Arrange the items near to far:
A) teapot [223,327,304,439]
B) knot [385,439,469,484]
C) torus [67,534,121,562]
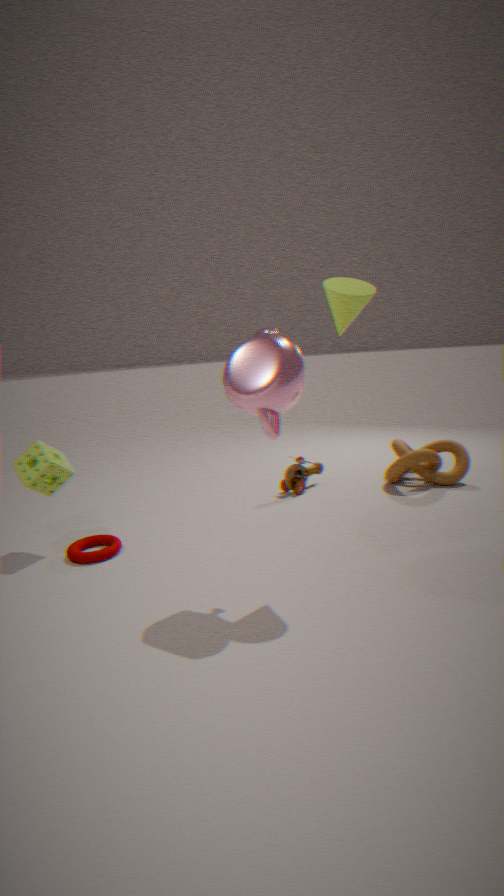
1. teapot [223,327,304,439]
2. torus [67,534,121,562]
3. knot [385,439,469,484]
